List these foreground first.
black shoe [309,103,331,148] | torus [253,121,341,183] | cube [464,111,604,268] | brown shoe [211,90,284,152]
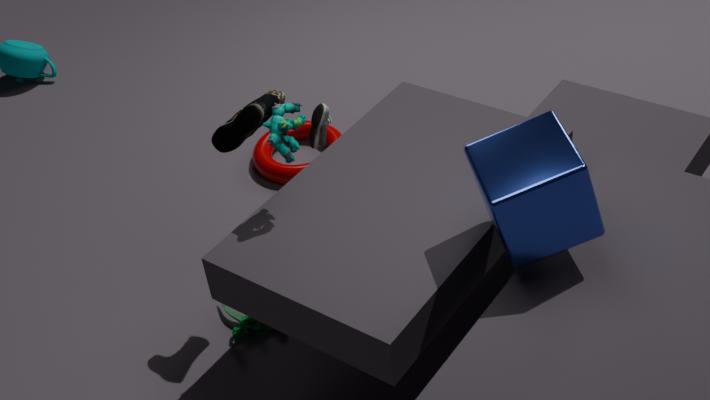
cube [464,111,604,268] < brown shoe [211,90,284,152] < black shoe [309,103,331,148] < torus [253,121,341,183]
